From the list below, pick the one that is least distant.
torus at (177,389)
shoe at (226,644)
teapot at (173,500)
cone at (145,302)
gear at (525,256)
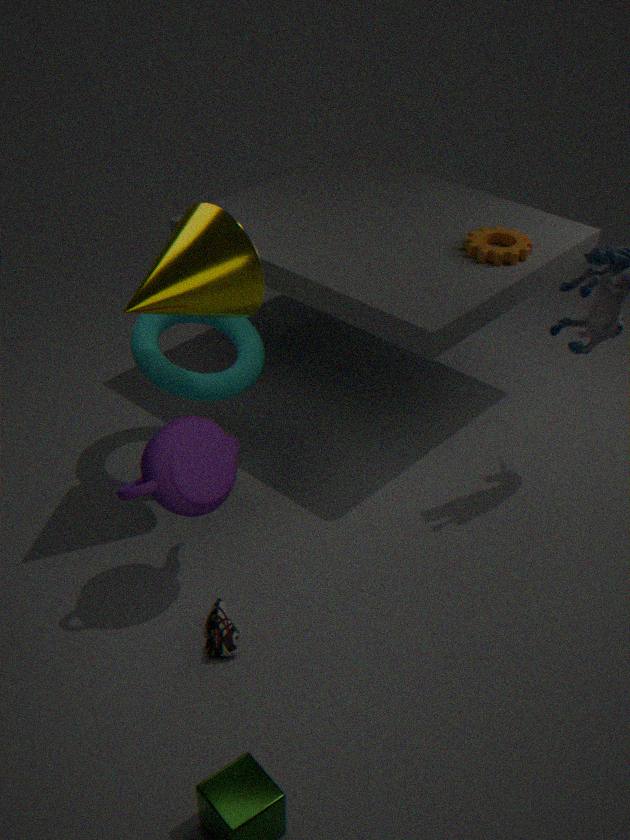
teapot at (173,500)
